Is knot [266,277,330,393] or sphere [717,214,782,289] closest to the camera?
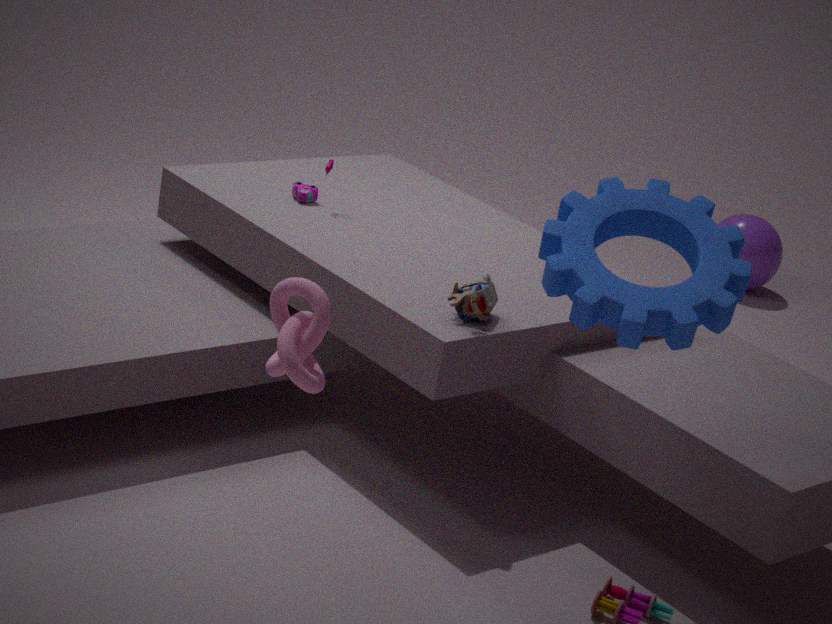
knot [266,277,330,393]
